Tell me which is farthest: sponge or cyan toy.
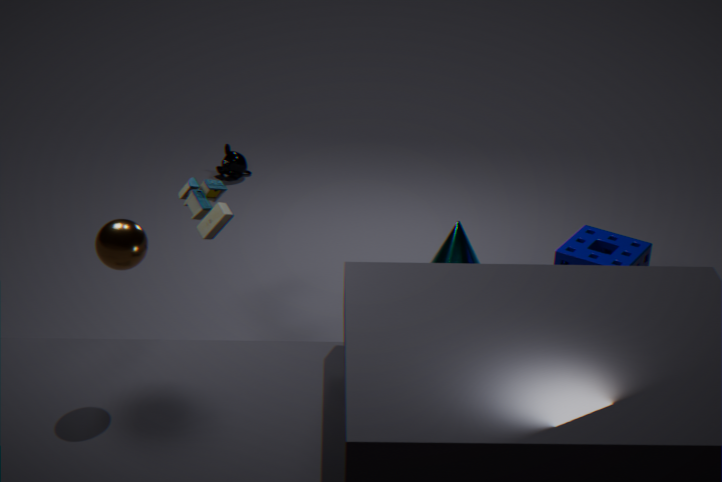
sponge
